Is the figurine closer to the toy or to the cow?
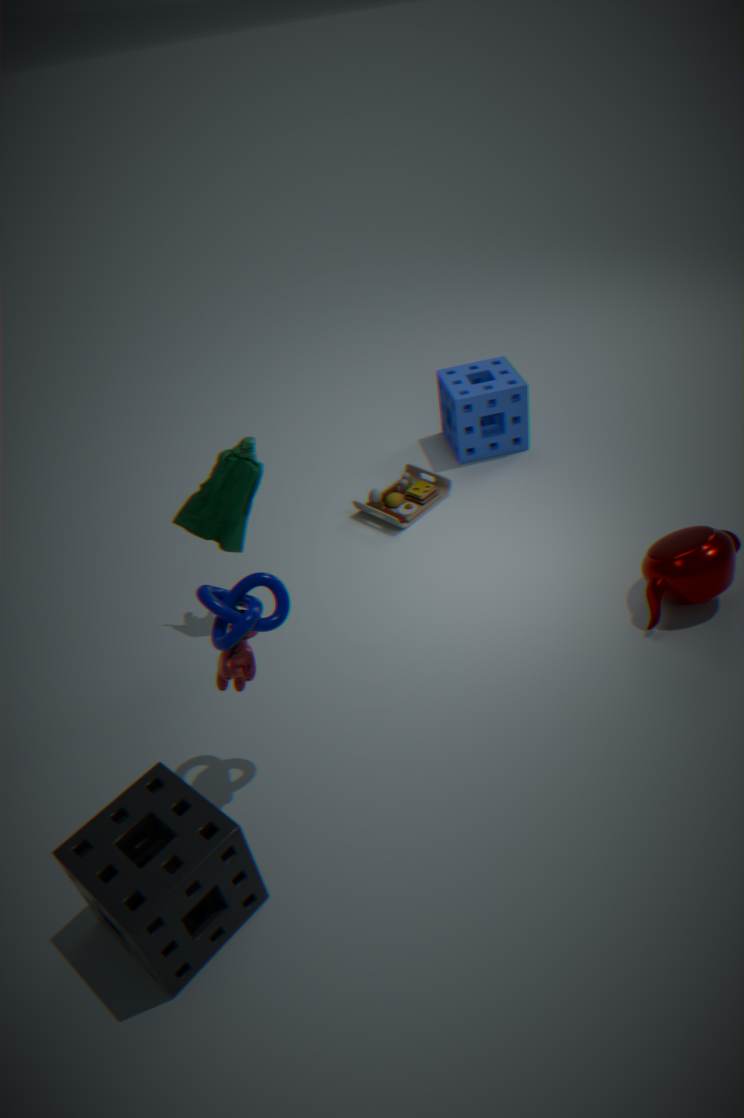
the cow
